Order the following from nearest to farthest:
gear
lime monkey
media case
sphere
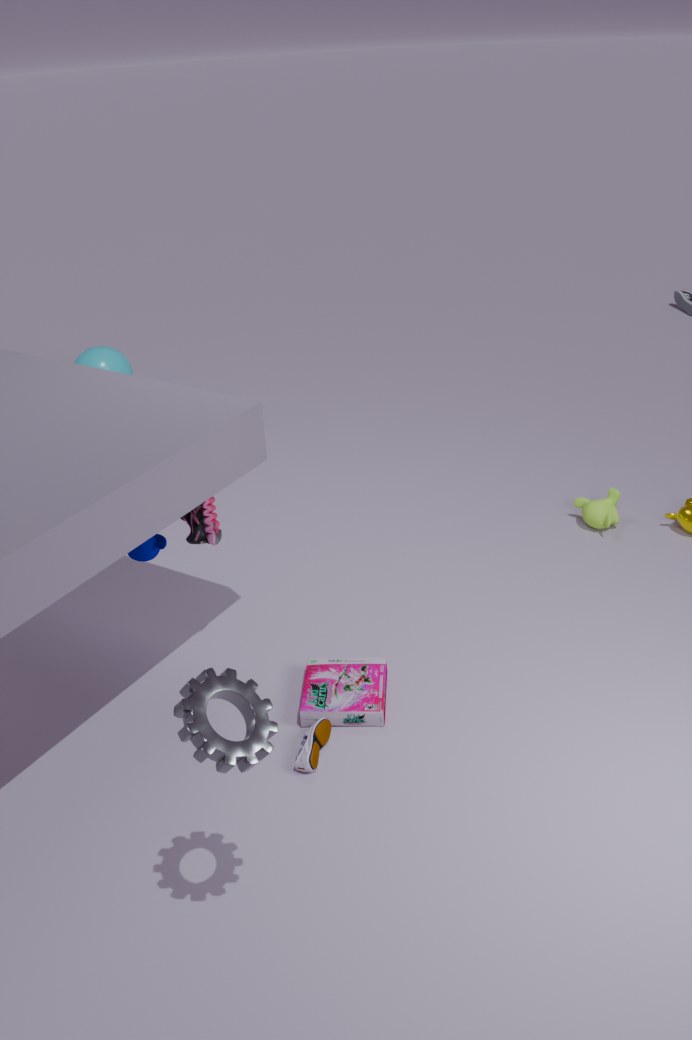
gear → media case → lime monkey → sphere
